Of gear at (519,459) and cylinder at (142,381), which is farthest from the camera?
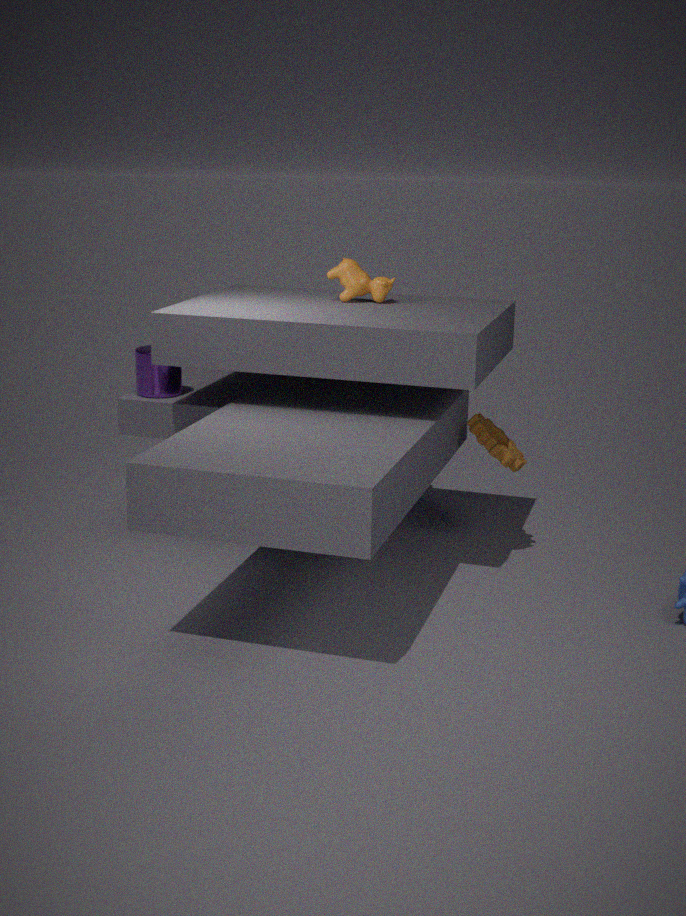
cylinder at (142,381)
